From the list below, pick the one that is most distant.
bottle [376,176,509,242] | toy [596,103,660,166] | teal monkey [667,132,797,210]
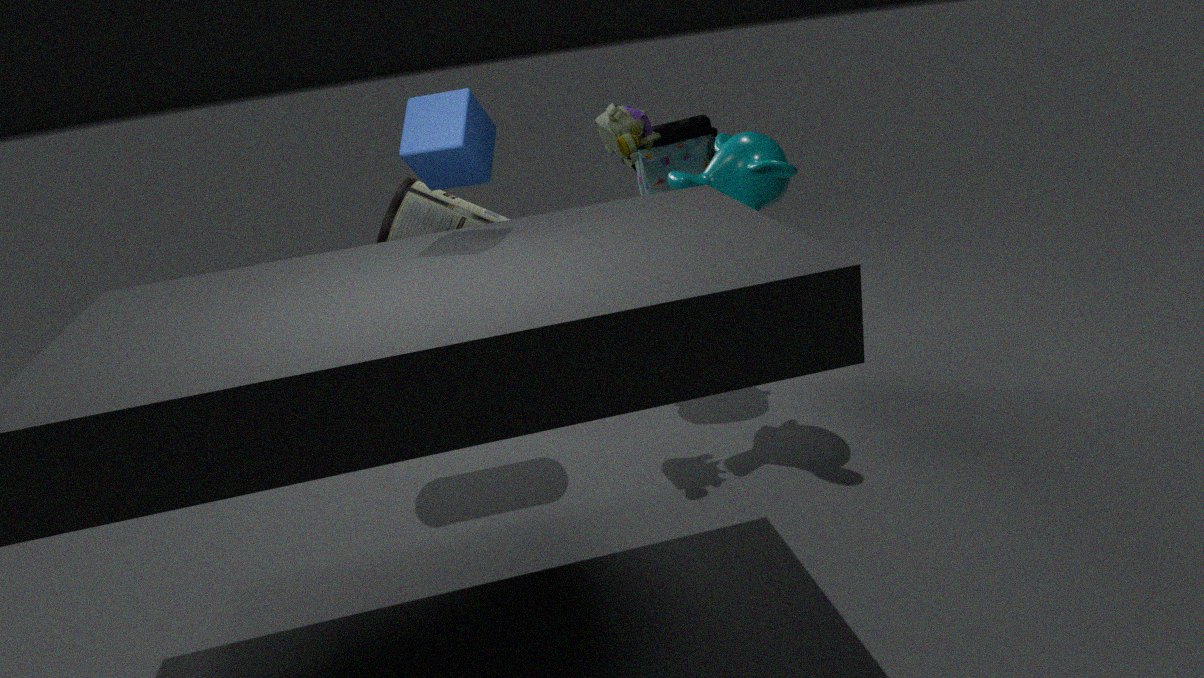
bottle [376,176,509,242]
